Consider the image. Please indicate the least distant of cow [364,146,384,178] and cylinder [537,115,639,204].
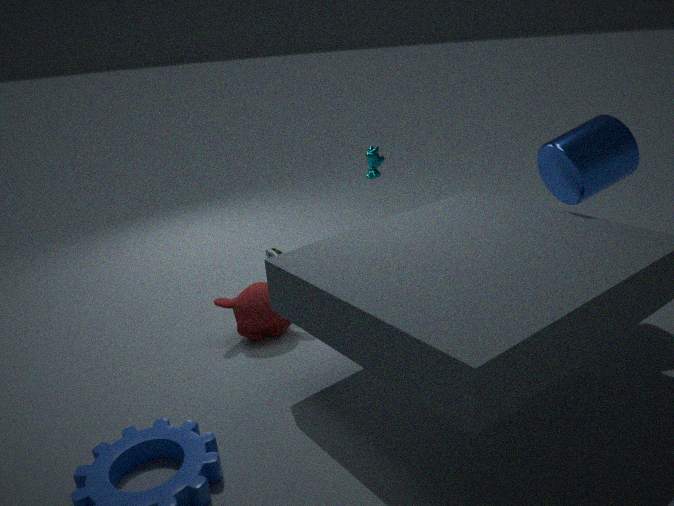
cylinder [537,115,639,204]
